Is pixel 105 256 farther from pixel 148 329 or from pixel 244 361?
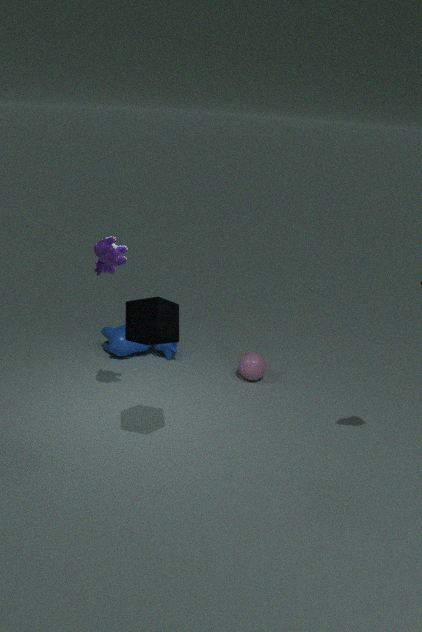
pixel 244 361
